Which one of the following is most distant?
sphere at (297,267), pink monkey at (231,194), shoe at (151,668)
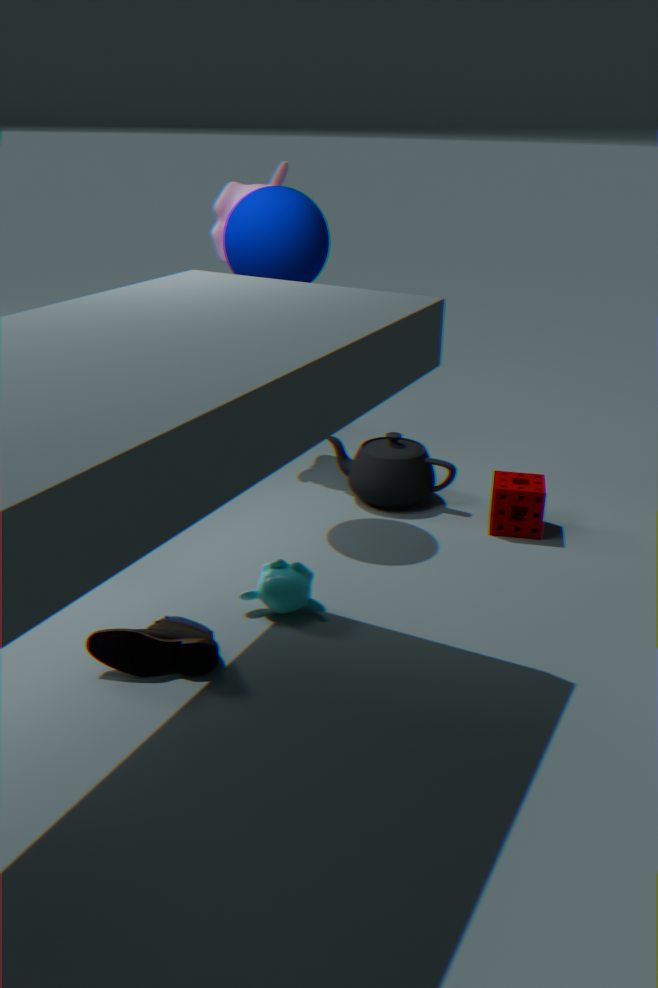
pink monkey at (231,194)
